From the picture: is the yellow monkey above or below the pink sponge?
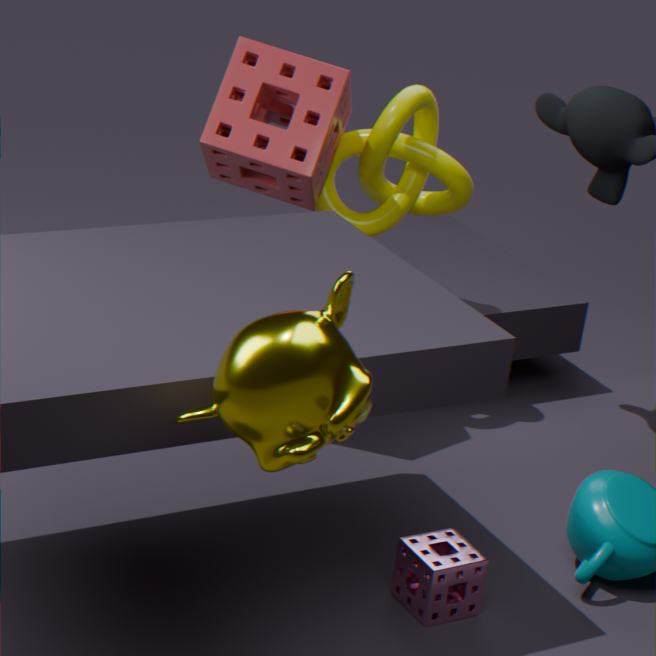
above
